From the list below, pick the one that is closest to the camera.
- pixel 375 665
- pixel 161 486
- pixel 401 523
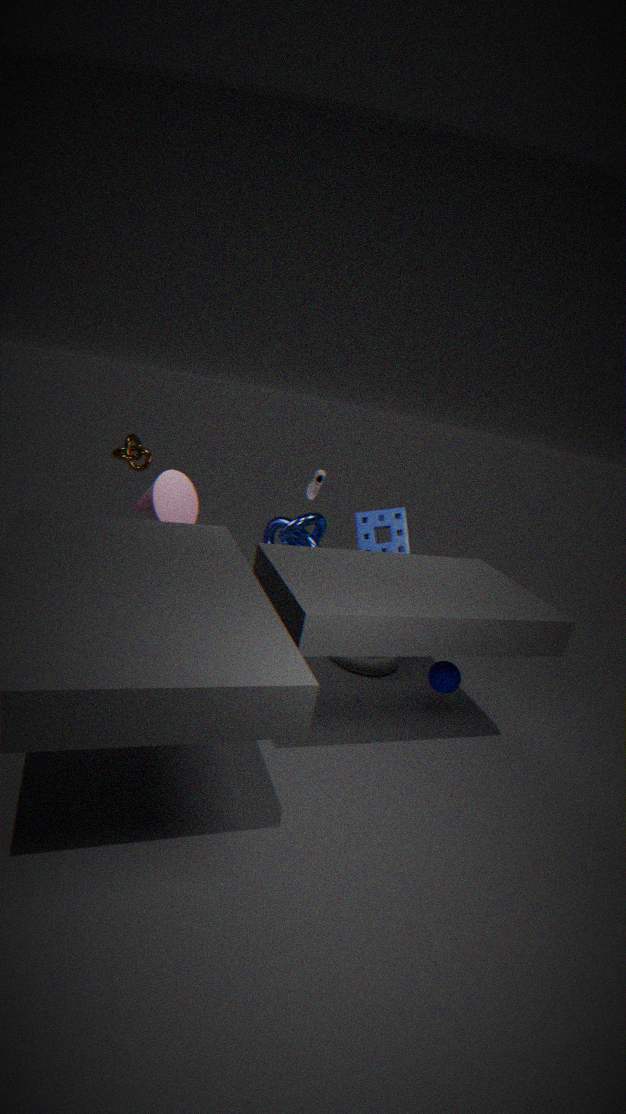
pixel 161 486
